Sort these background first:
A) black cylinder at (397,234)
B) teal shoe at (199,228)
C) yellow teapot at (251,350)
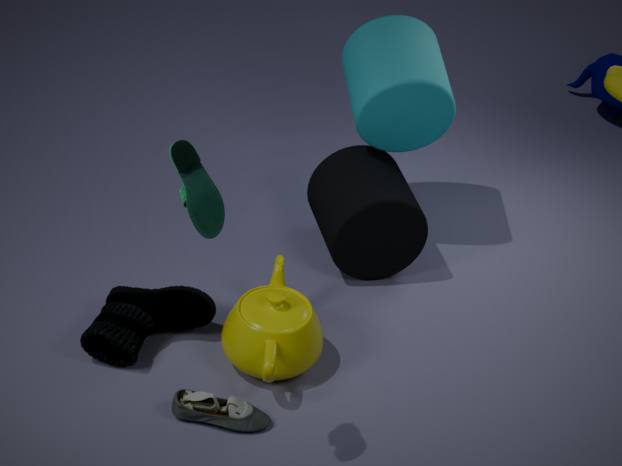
black cylinder at (397,234) → yellow teapot at (251,350) → teal shoe at (199,228)
